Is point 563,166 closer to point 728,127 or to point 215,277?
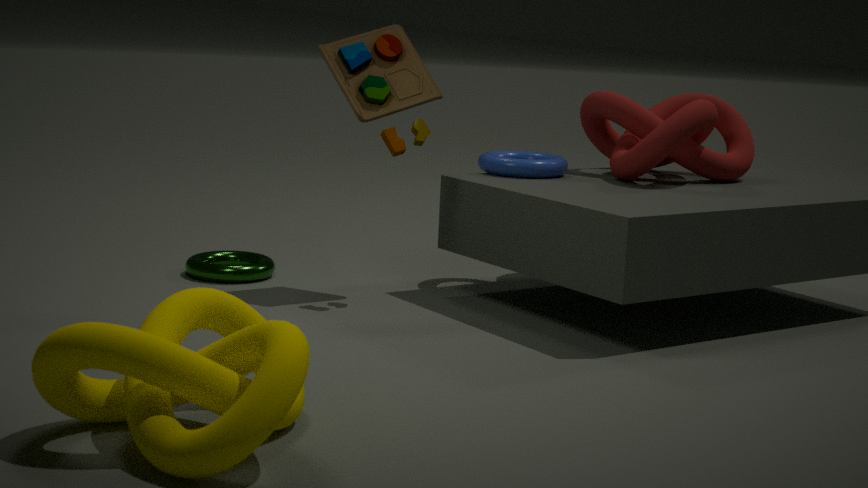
point 728,127
